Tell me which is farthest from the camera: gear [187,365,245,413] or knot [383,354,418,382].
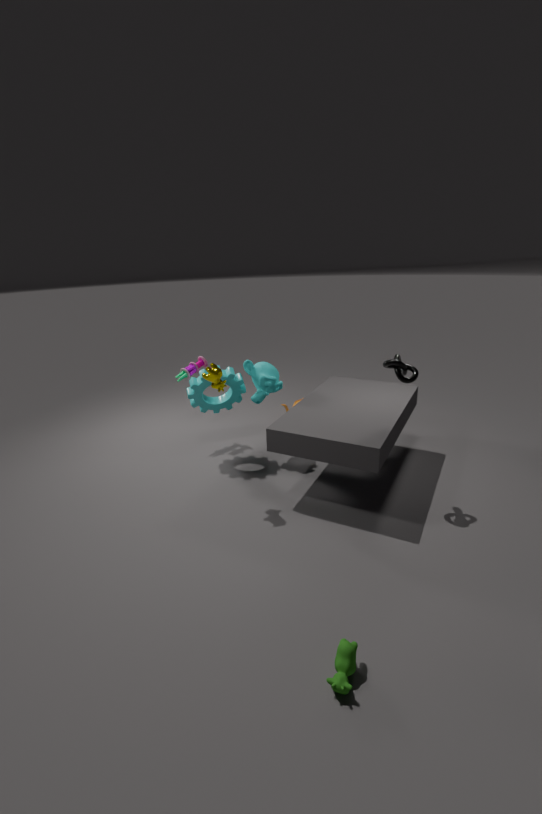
gear [187,365,245,413]
